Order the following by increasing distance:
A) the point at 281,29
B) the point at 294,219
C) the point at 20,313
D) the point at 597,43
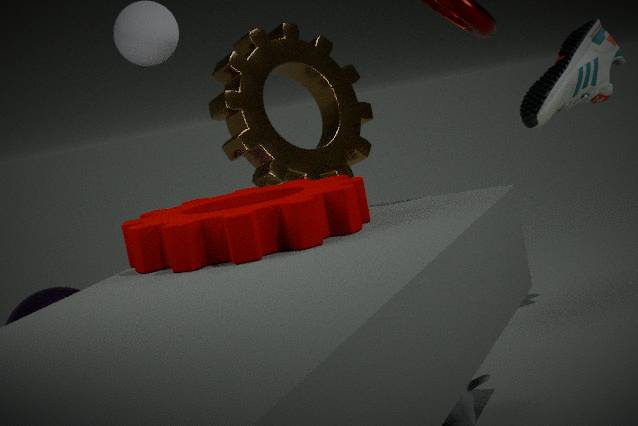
B. the point at 294,219, D. the point at 597,43, C. the point at 20,313, A. the point at 281,29
